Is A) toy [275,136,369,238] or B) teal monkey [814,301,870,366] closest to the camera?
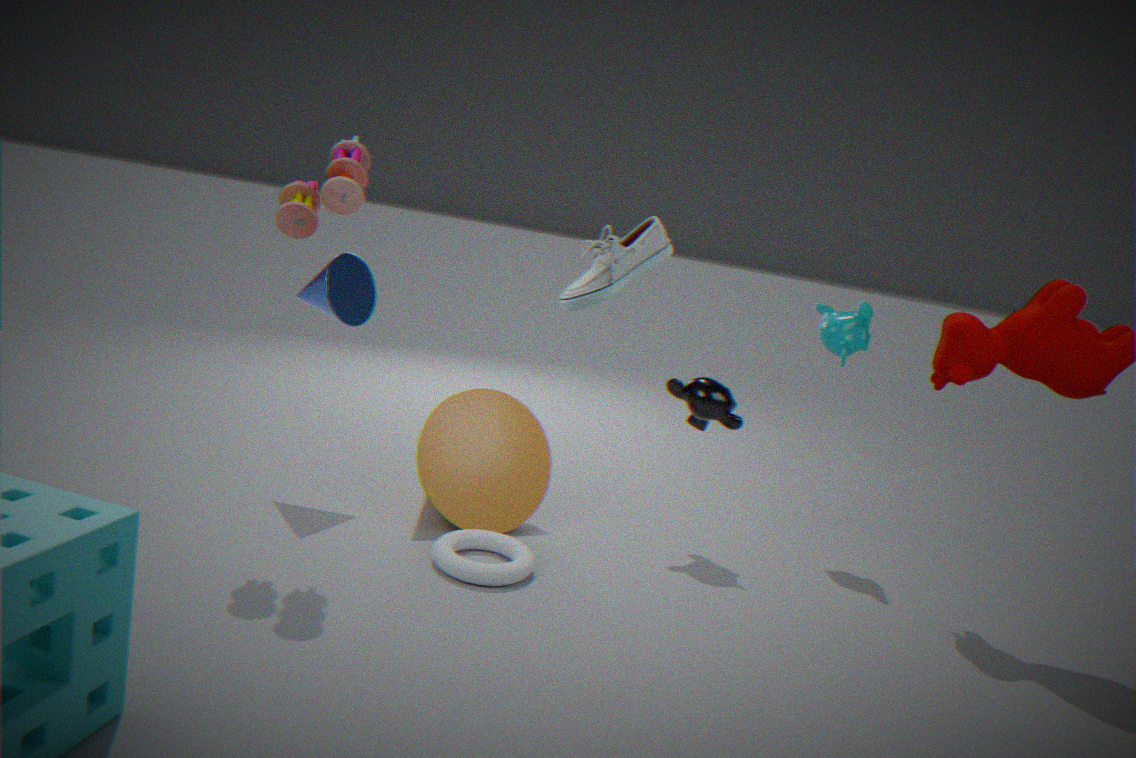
A. toy [275,136,369,238]
